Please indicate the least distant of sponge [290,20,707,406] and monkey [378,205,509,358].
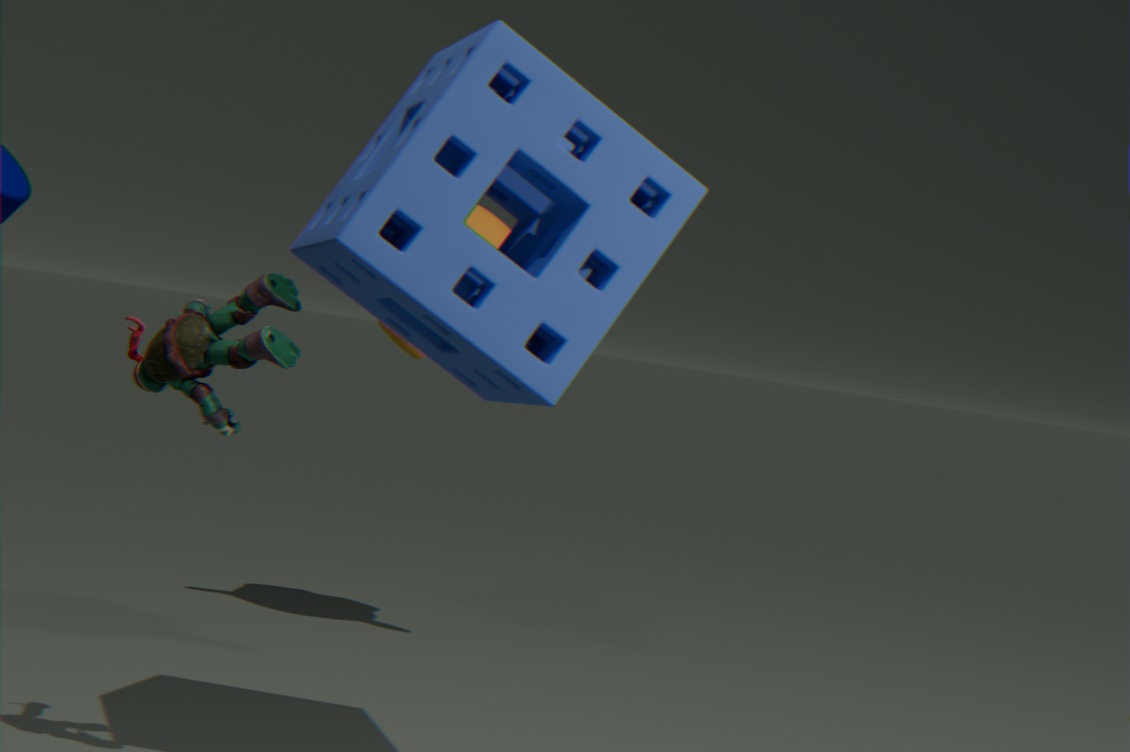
sponge [290,20,707,406]
